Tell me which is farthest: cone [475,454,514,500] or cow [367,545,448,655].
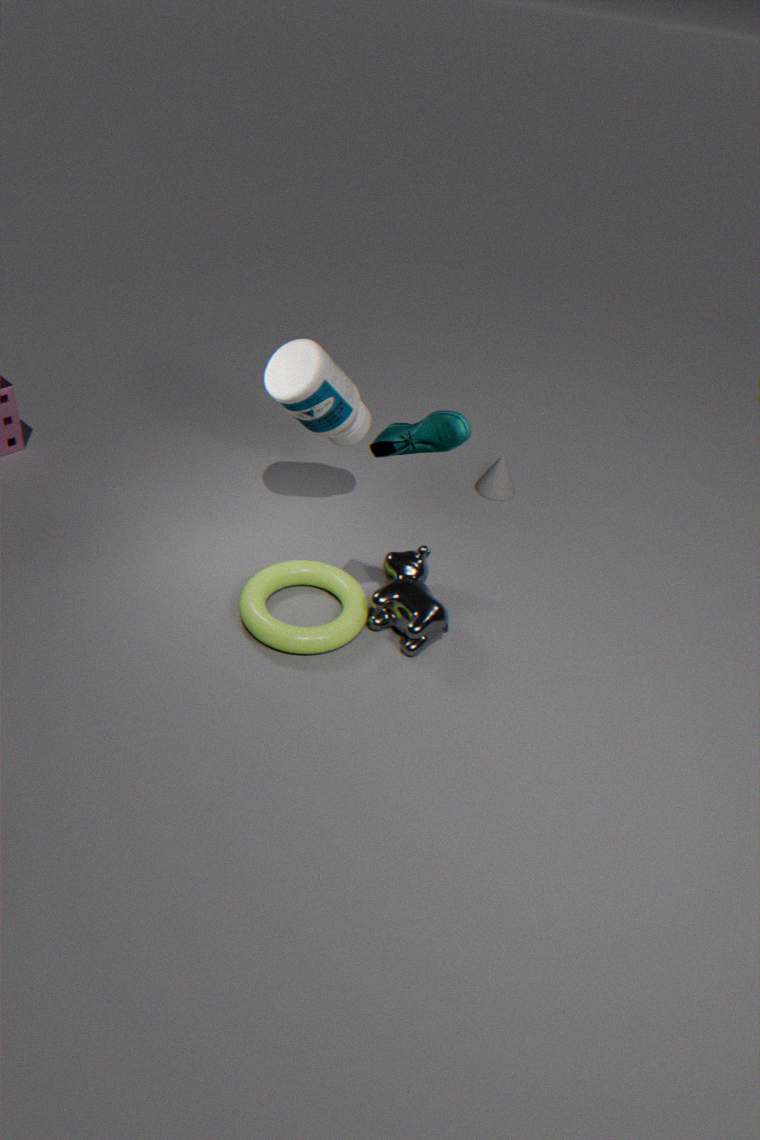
cone [475,454,514,500]
